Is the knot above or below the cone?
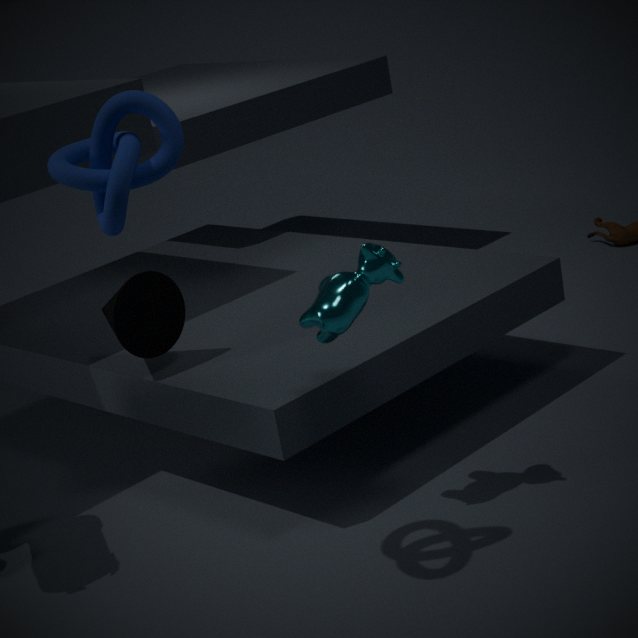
above
